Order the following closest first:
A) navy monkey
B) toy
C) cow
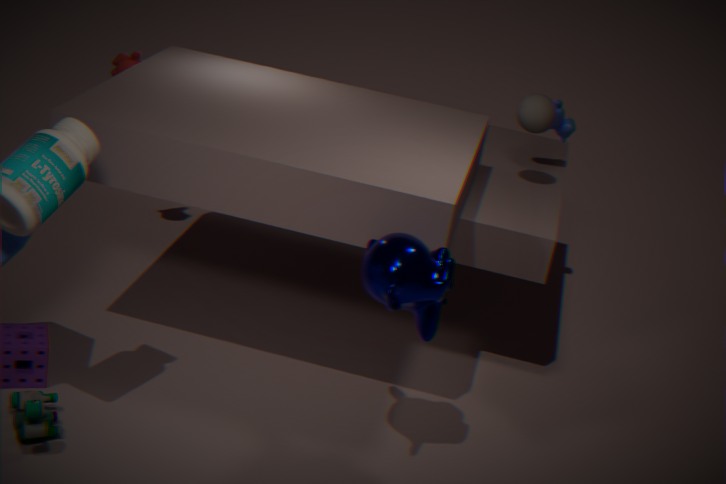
navy monkey < toy < cow
